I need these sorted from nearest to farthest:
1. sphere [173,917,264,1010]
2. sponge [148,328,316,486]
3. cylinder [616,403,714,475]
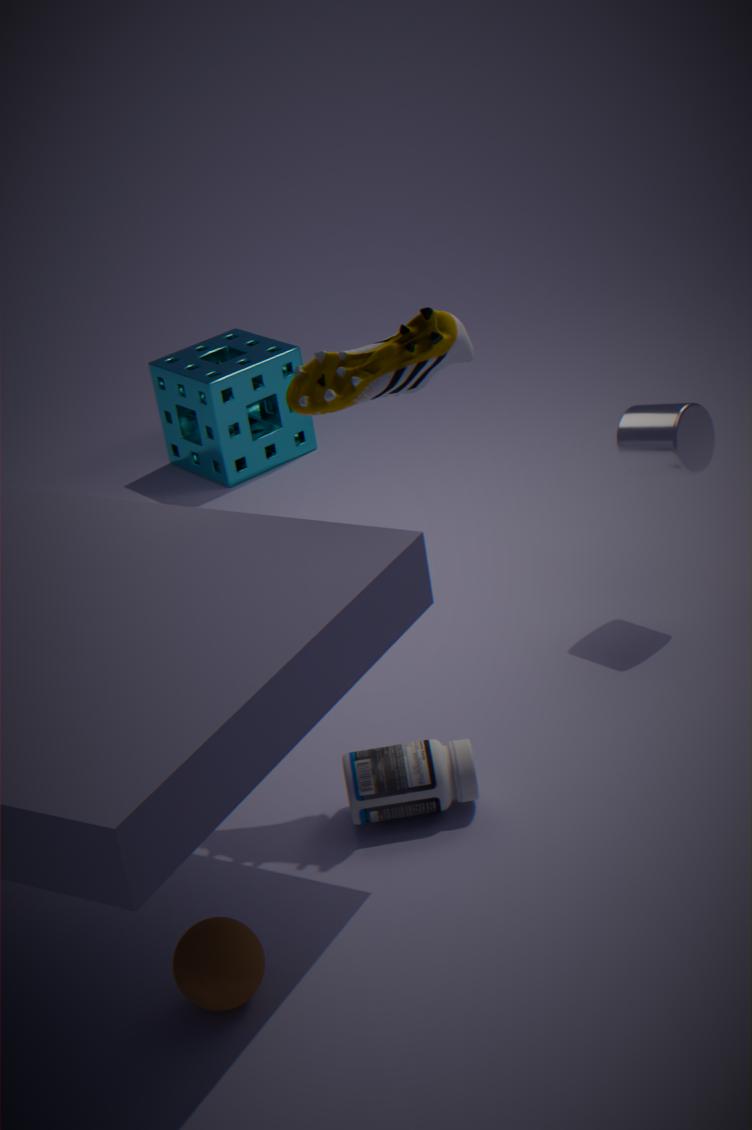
sphere [173,917,264,1010], cylinder [616,403,714,475], sponge [148,328,316,486]
